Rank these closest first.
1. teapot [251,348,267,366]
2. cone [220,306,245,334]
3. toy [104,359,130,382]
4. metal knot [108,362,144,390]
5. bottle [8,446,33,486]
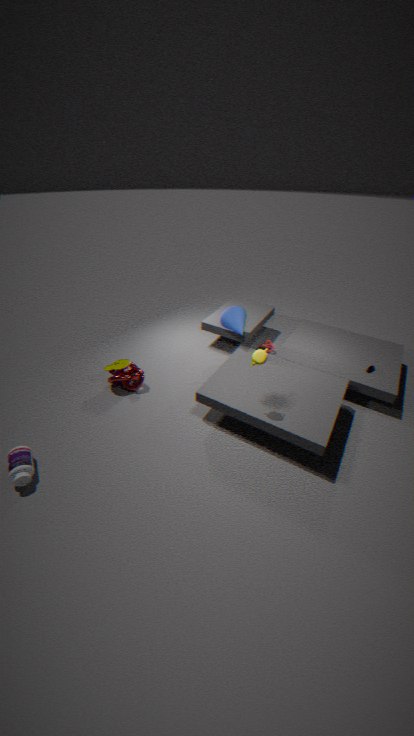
1. bottle [8,446,33,486]
2. teapot [251,348,267,366]
3. metal knot [108,362,144,390]
4. toy [104,359,130,382]
5. cone [220,306,245,334]
